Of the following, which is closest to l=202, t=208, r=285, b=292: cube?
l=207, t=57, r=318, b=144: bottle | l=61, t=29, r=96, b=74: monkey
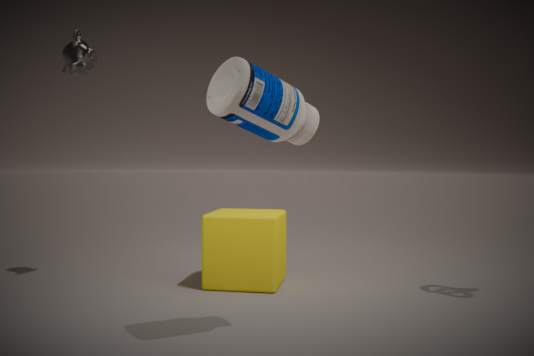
l=207, t=57, r=318, b=144: bottle
